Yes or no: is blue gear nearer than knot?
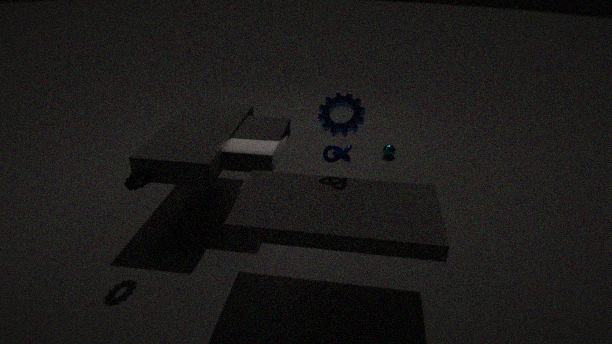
No
